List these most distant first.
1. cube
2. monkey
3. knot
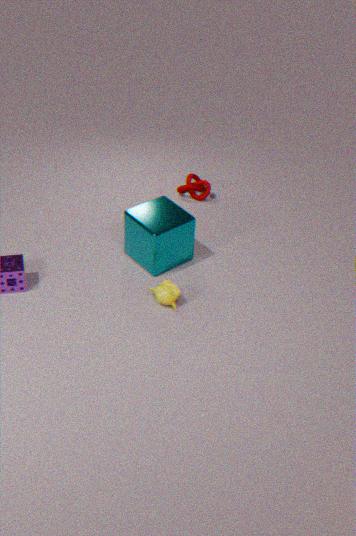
knot, cube, monkey
